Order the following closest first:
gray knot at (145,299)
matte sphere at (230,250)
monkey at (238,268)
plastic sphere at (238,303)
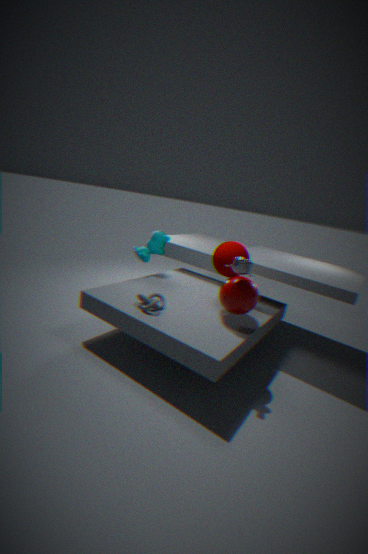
monkey at (238,268) < plastic sphere at (238,303) < gray knot at (145,299) < matte sphere at (230,250)
